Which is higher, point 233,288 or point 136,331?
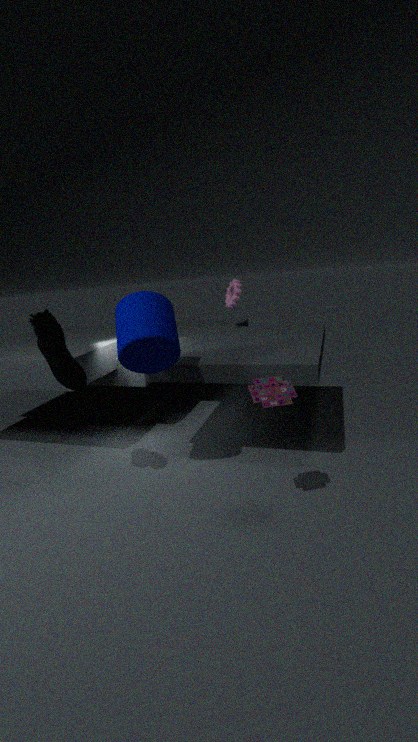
point 233,288
